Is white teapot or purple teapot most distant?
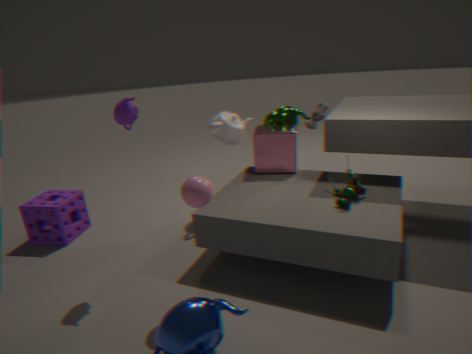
white teapot
